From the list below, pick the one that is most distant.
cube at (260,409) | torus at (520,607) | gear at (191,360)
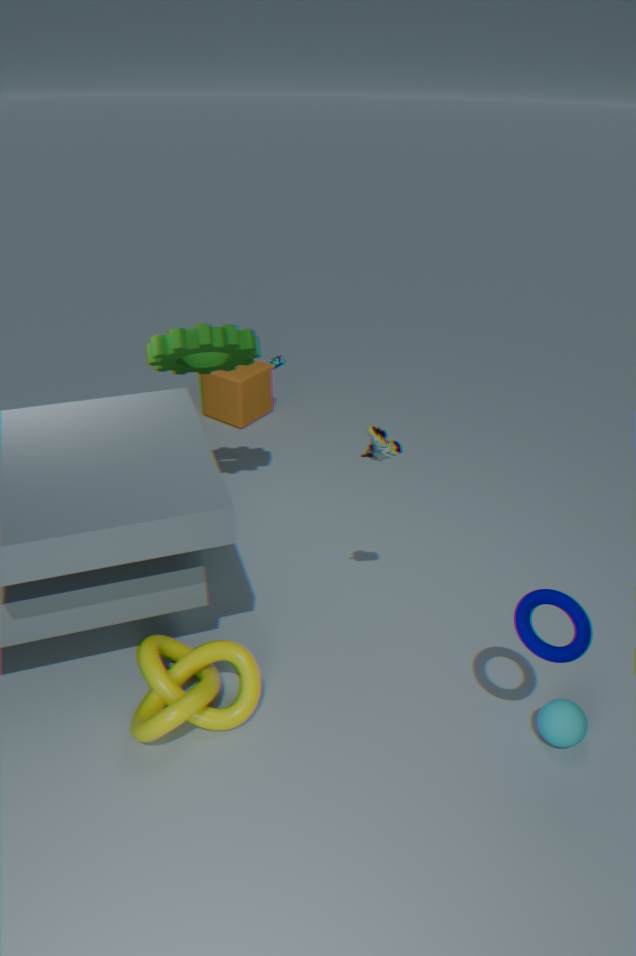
cube at (260,409)
